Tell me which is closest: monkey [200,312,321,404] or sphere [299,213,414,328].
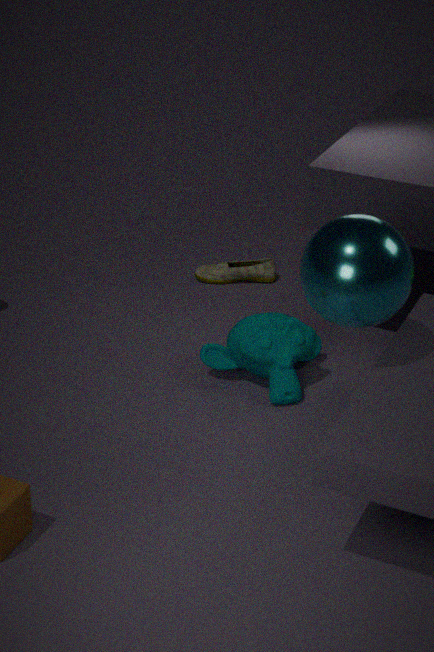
sphere [299,213,414,328]
